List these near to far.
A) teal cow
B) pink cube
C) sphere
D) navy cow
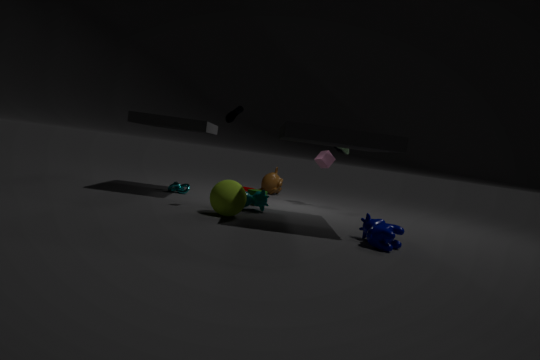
navy cow → sphere → teal cow → pink cube
